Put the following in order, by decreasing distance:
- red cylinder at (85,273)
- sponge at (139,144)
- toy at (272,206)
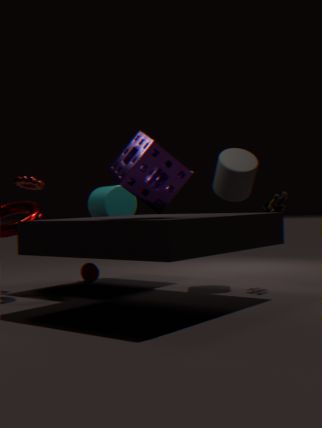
red cylinder at (85,273), toy at (272,206), sponge at (139,144)
